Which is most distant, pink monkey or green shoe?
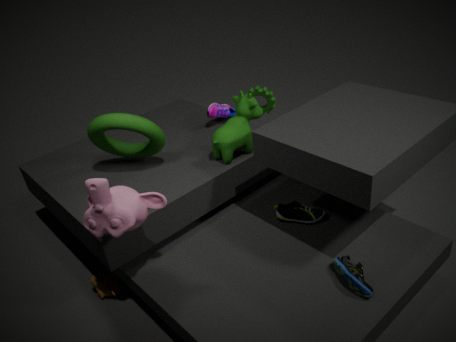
green shoe
